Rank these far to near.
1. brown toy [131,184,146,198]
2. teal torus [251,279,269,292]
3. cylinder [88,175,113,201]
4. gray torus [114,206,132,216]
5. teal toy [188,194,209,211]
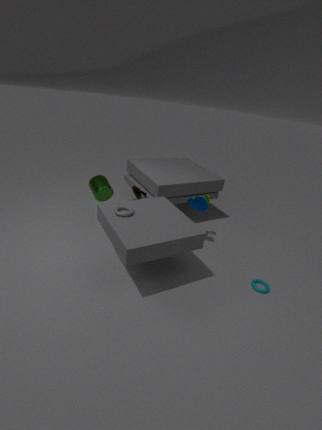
cylinder [88,175,113,201], brown toy [131,184,146,198], teal toy [188,194,209,211], teal torus [251,279,269,292], gray torus [114,206,132,216]
